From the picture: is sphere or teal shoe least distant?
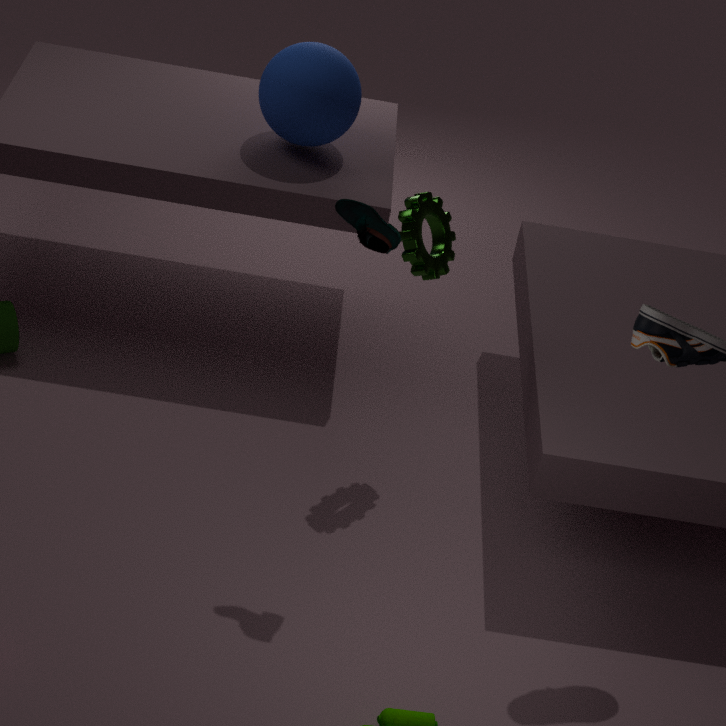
teal shoe
